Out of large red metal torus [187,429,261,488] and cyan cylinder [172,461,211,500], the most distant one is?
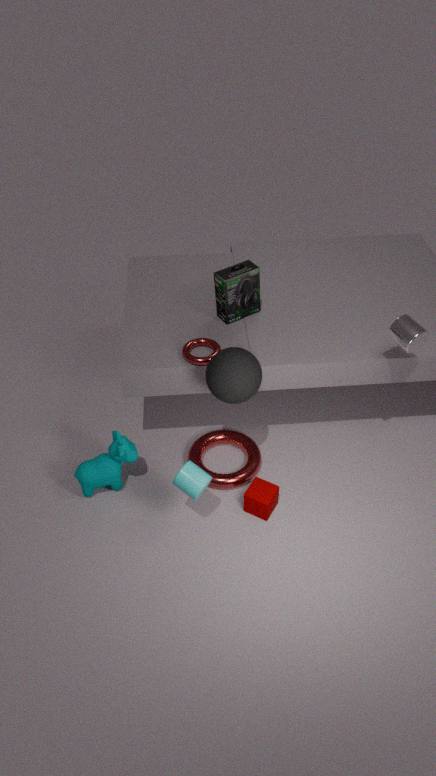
large red metal torus [187,429,261,488]
